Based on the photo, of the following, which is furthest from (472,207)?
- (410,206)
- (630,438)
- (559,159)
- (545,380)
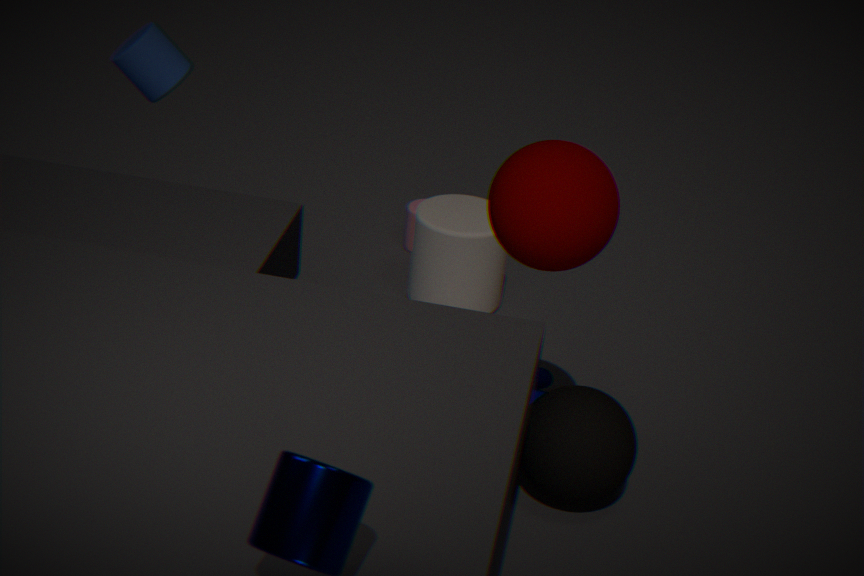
(559,159)
